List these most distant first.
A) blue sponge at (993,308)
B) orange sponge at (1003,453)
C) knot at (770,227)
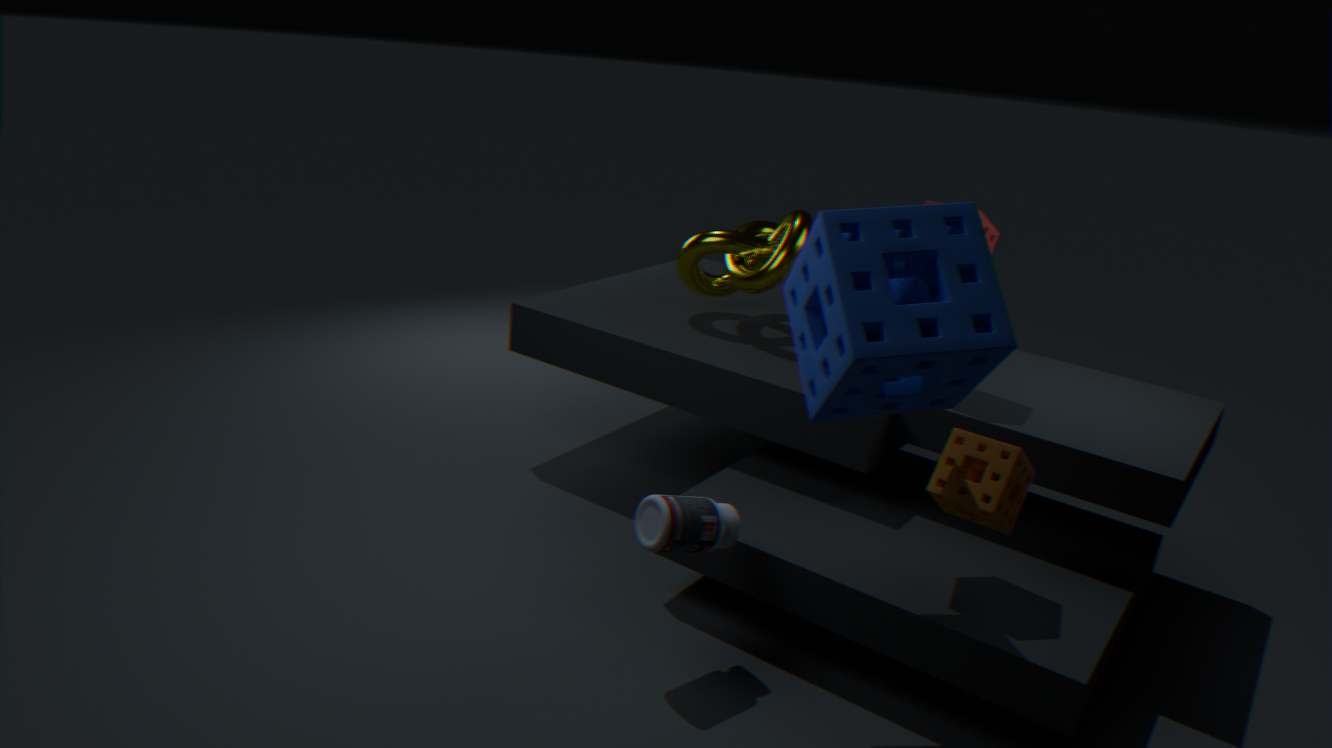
knot at (770,227), orange sponge at (1003,453), blue sponge at (993,308)
